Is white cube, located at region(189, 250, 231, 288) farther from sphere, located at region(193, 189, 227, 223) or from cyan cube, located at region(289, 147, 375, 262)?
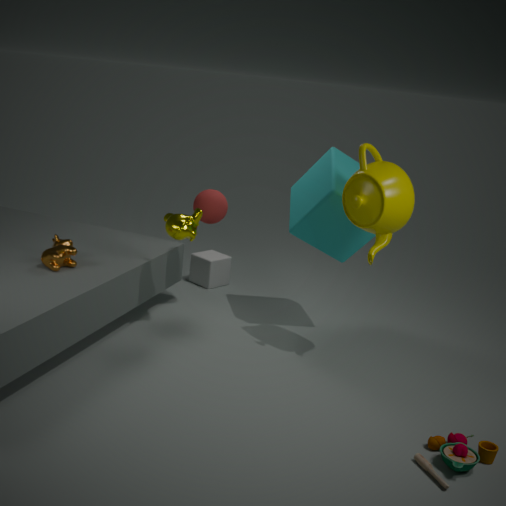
cyan cube, located at region(289, 147, 375, 262)
